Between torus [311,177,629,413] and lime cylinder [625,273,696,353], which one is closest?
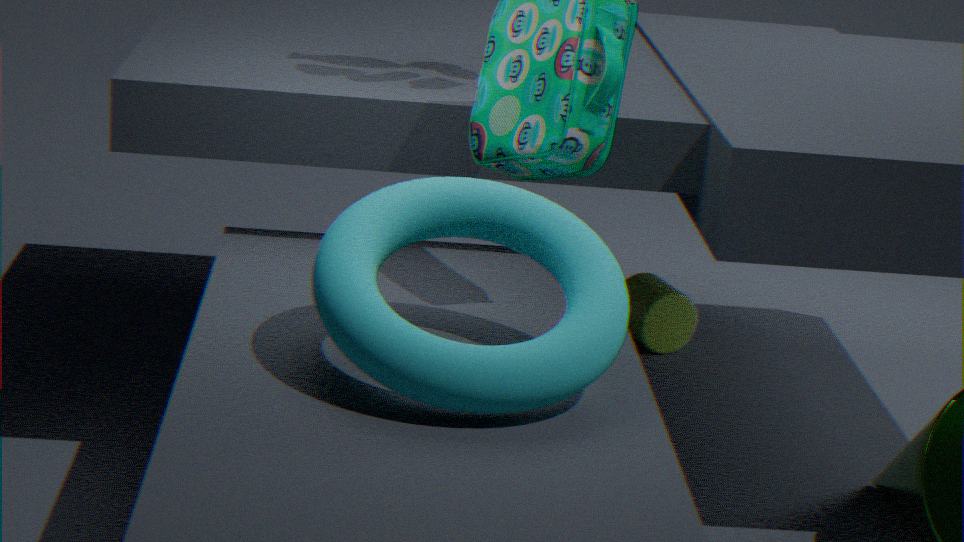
torus [311,177,629,413]
